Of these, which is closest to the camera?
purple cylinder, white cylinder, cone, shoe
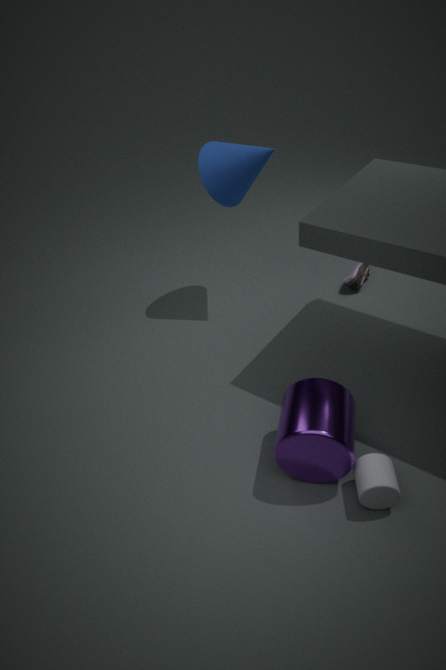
white cylinder
